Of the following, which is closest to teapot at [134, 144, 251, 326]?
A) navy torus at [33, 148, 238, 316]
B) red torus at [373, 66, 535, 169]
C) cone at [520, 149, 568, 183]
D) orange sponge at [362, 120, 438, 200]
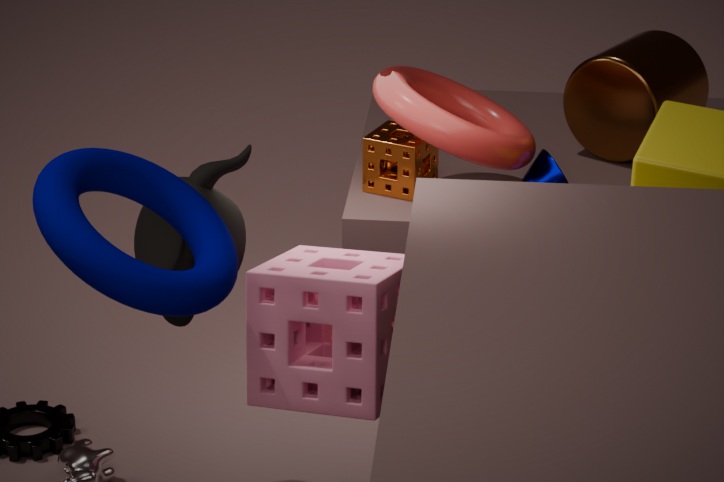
navy torus at [33, 148, 238, 316]
